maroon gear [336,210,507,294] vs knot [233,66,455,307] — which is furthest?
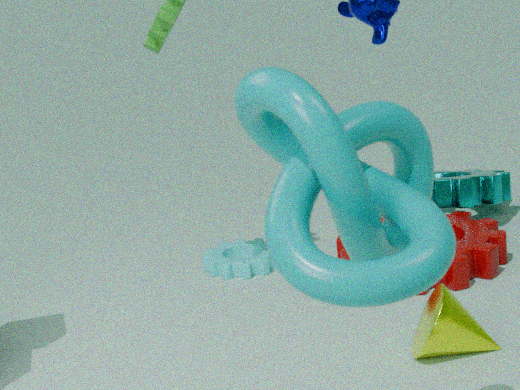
maroon gear [336,210,507,294]
